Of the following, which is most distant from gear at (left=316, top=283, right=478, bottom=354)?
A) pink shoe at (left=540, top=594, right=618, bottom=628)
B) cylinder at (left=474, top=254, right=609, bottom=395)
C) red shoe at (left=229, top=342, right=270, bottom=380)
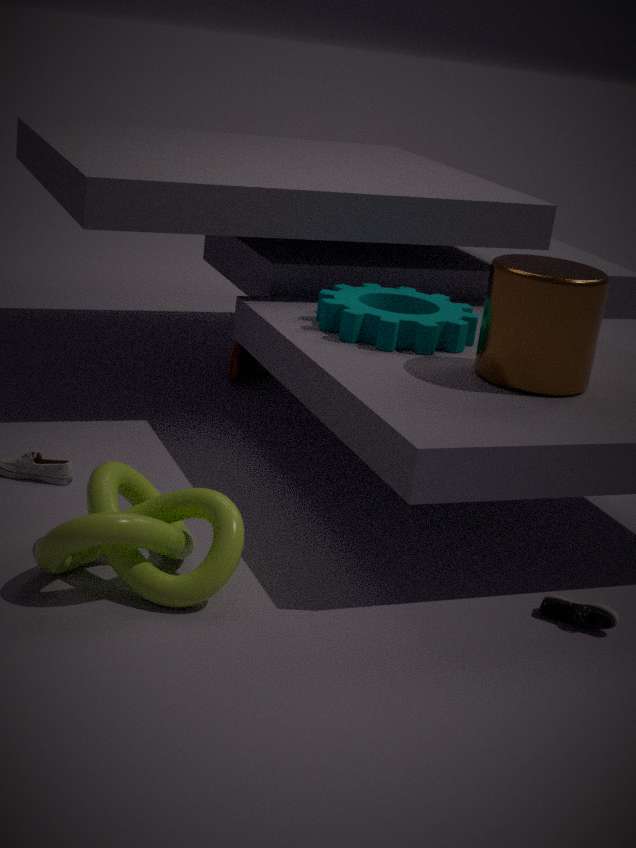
pink shoe at (left=540, top=594, right=618, bottom=628)
